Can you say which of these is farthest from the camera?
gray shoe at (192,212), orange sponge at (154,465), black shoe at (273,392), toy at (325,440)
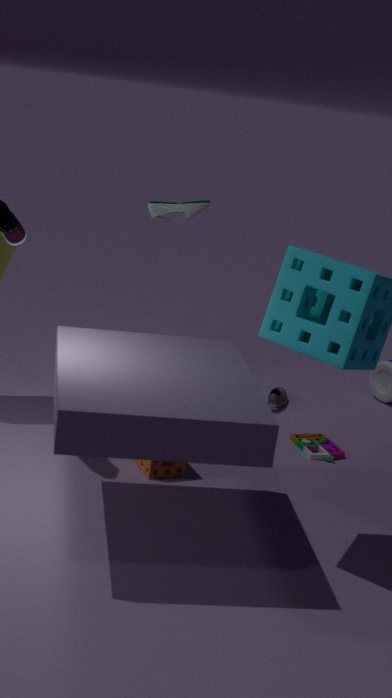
black shoe at (273,392)
